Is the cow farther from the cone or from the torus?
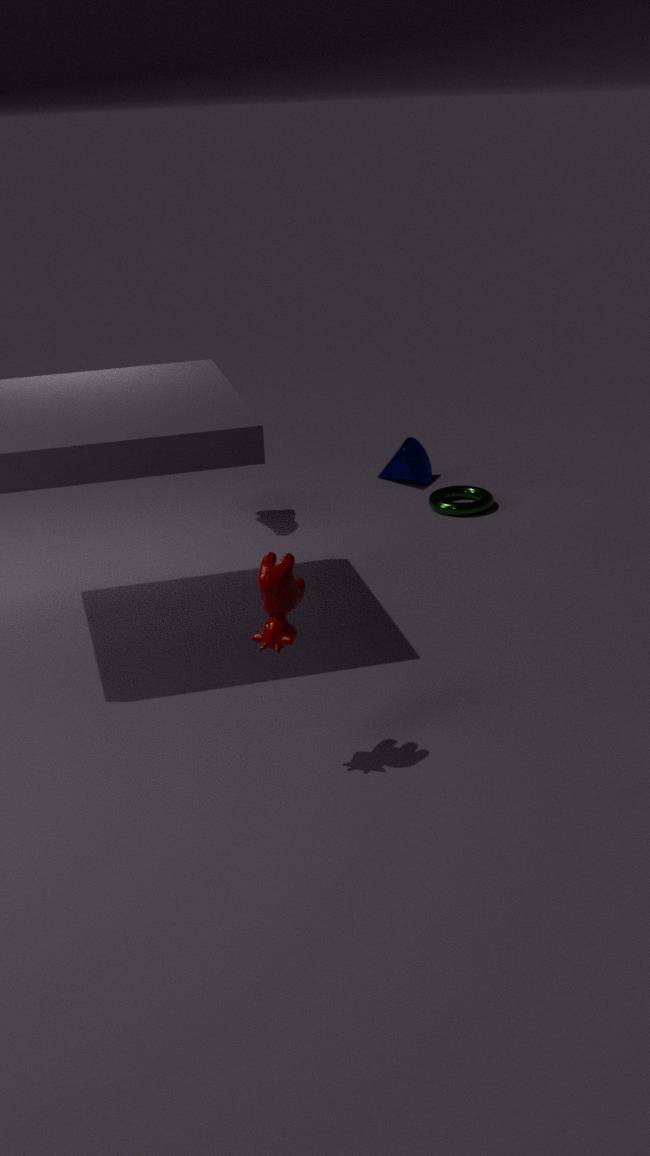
the cone
